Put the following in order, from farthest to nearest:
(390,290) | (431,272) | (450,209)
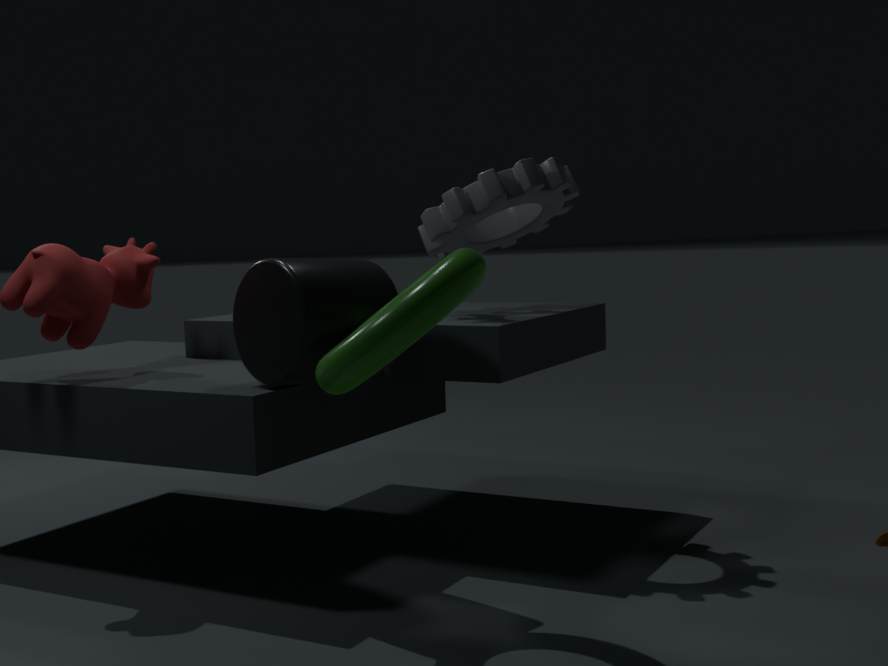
(450,209) < (390,290) < (431,272)
